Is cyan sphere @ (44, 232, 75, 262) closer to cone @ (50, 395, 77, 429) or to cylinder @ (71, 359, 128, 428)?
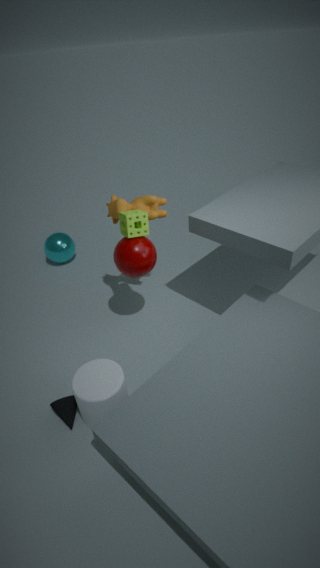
cylinder @ (71, 359, 128, 428)
